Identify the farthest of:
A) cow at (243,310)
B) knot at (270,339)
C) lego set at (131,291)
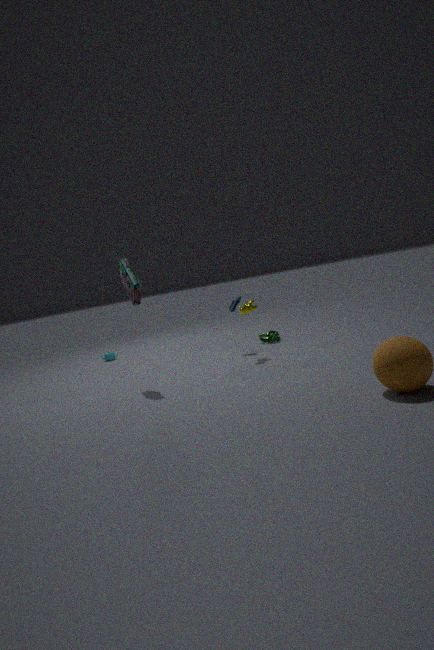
knot at (270,339)
